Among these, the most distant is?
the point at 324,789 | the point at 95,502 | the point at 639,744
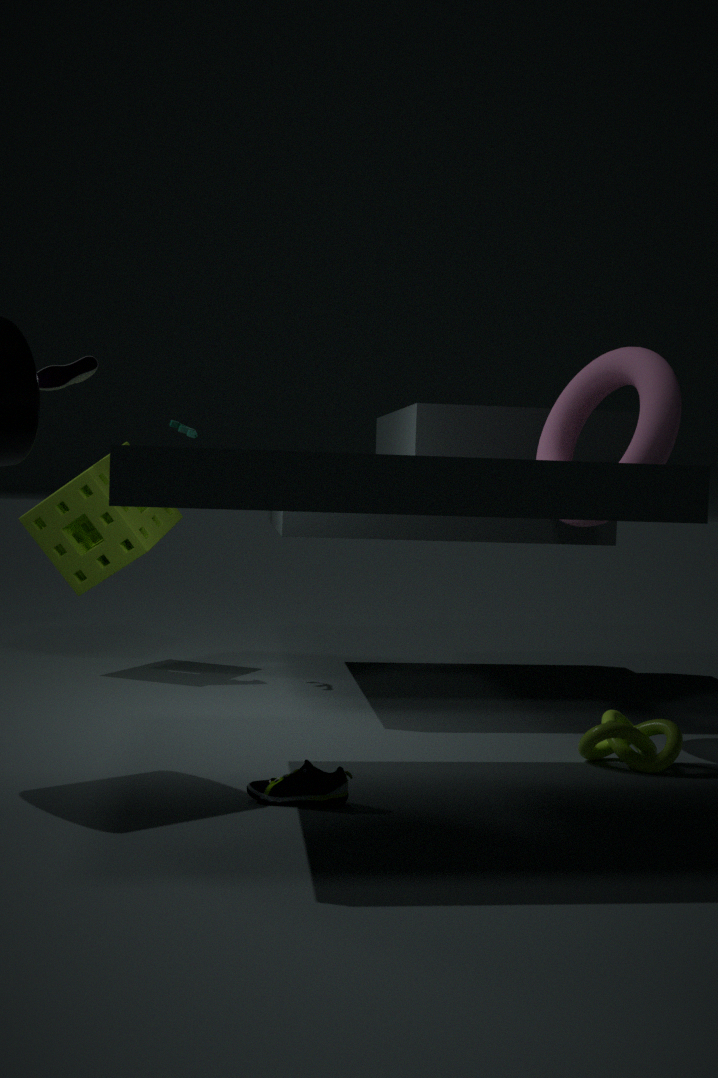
the point at 95,502
